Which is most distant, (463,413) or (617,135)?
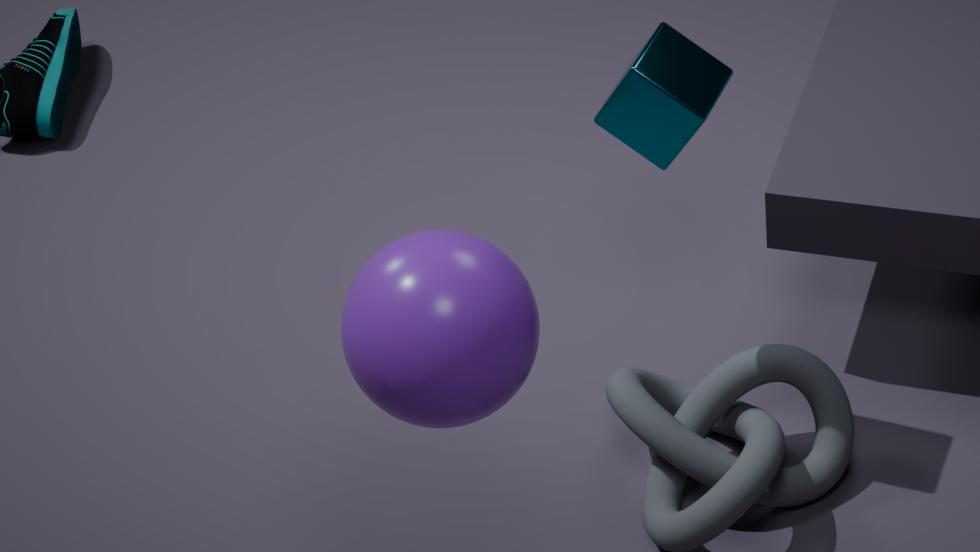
(617,135)
